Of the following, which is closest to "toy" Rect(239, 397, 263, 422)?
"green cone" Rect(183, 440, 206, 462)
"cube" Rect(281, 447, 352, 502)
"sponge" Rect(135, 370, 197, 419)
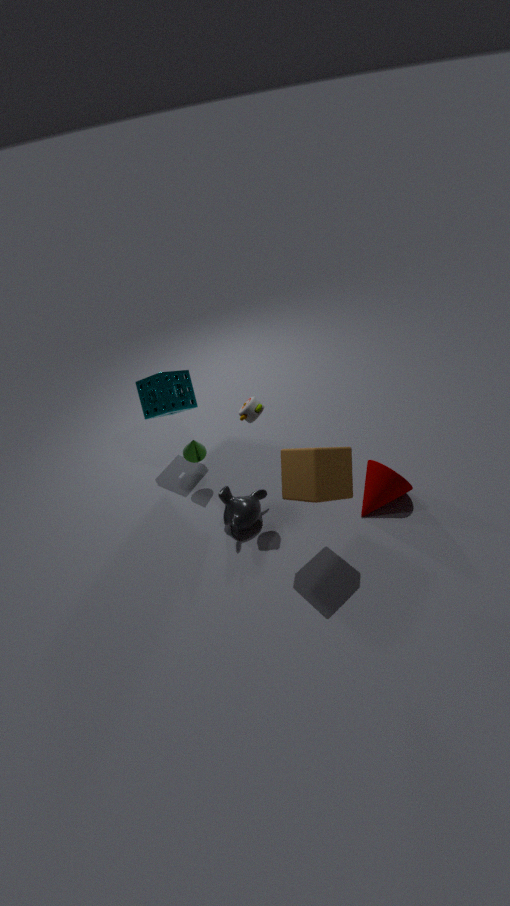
"cube" Rect(281, 447, 352, 502)
